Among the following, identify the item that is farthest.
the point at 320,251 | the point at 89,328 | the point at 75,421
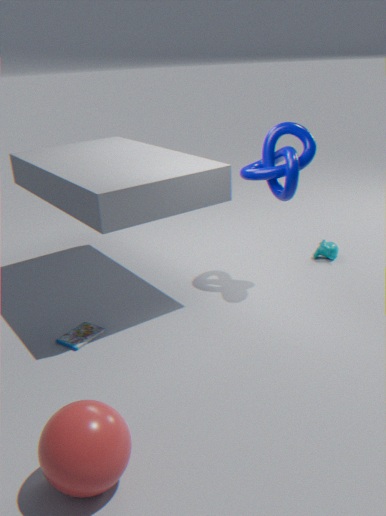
the point at 320,251
